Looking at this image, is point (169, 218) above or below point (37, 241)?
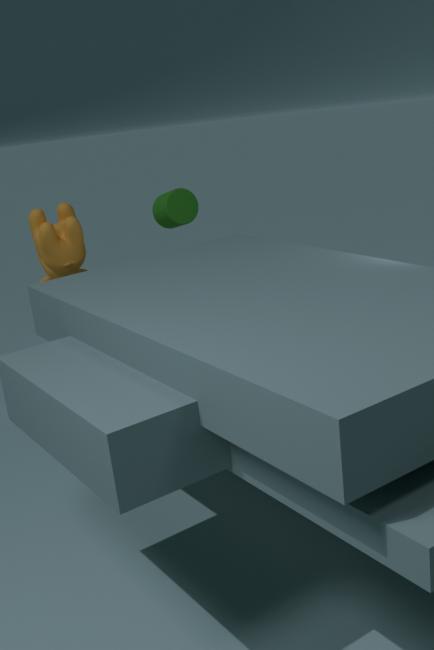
above
